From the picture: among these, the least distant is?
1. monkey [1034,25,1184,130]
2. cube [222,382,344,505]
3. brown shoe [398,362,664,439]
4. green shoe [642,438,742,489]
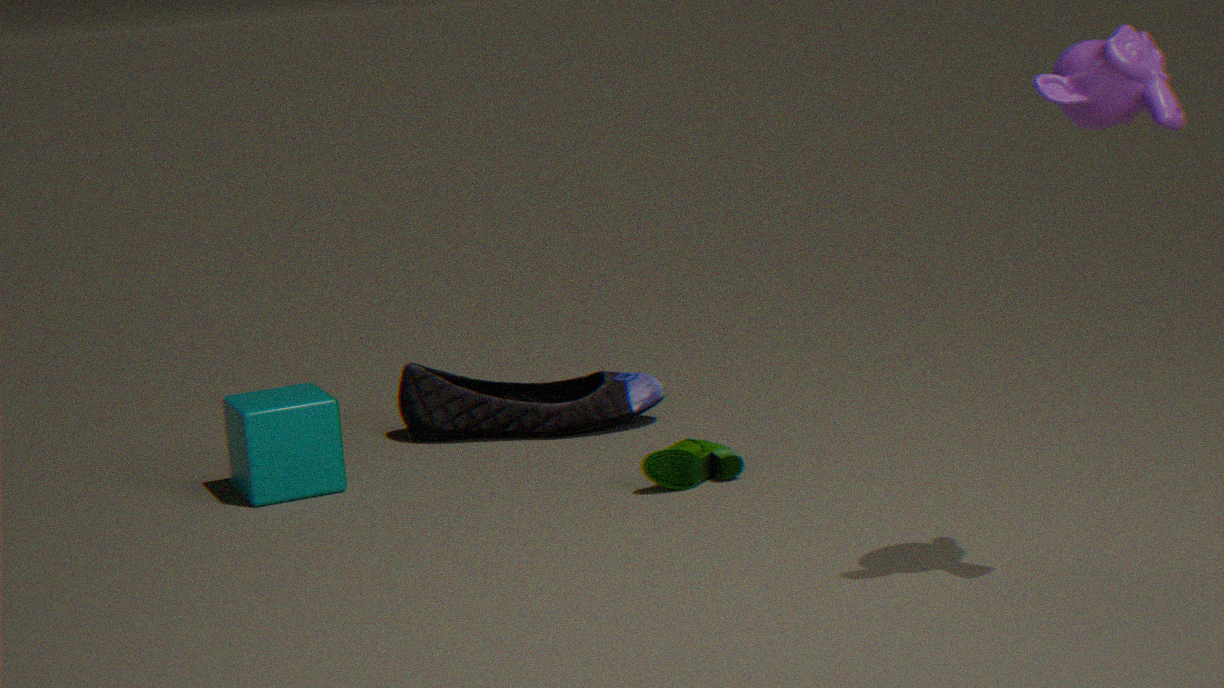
monkey [1034,25,1184,130]
